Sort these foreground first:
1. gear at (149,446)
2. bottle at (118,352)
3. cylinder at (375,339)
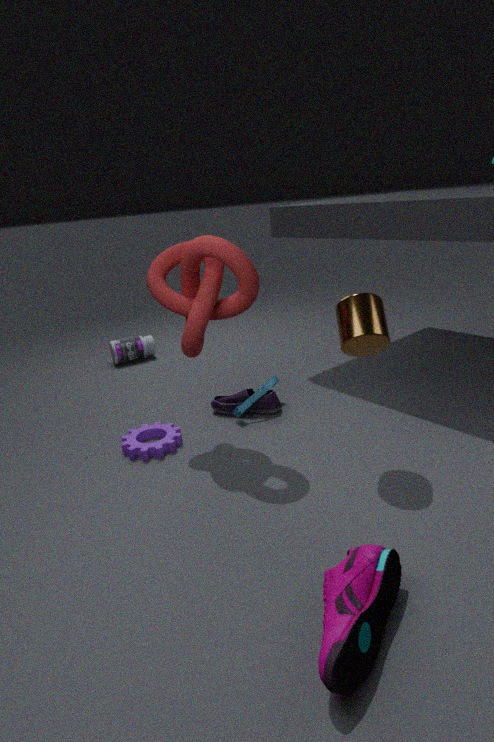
cylinder at (375,339) < gear at (149,446) < bottle at (118,352)
